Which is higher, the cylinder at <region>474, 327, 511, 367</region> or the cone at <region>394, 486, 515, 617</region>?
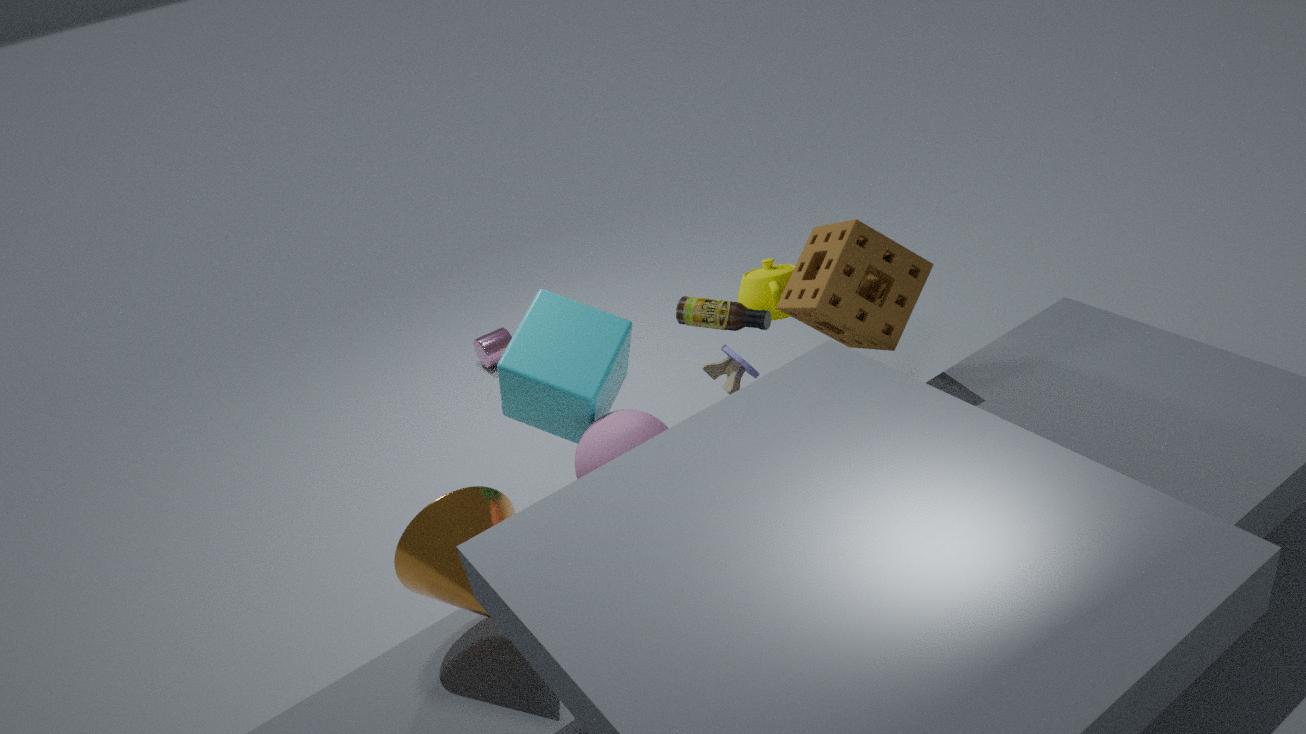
the cone at <region>394, 486, 515, 617</region>
